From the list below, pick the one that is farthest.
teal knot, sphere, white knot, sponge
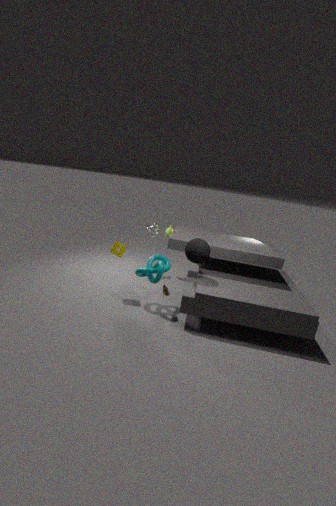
white knot
